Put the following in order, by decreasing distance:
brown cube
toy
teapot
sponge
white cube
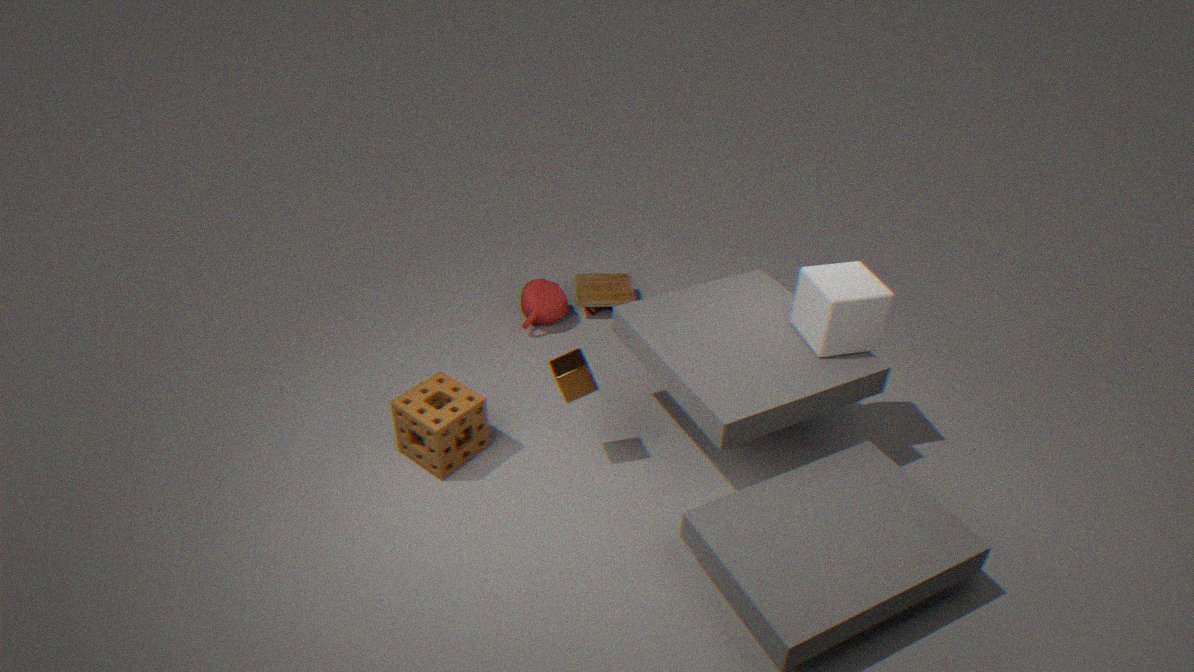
toy < teapot < sponge < brown cube < white cube
